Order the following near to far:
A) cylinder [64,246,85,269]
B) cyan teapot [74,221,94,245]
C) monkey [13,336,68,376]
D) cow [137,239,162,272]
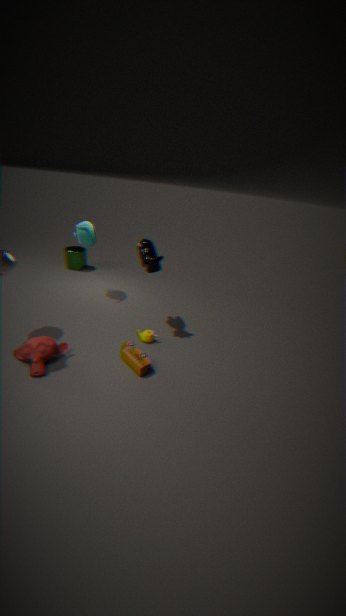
monkey [13,336,68,376]
cow [137,239,162,272]
cyan teapot [74,221,94,245]
cylinder [64,246,85,269]
